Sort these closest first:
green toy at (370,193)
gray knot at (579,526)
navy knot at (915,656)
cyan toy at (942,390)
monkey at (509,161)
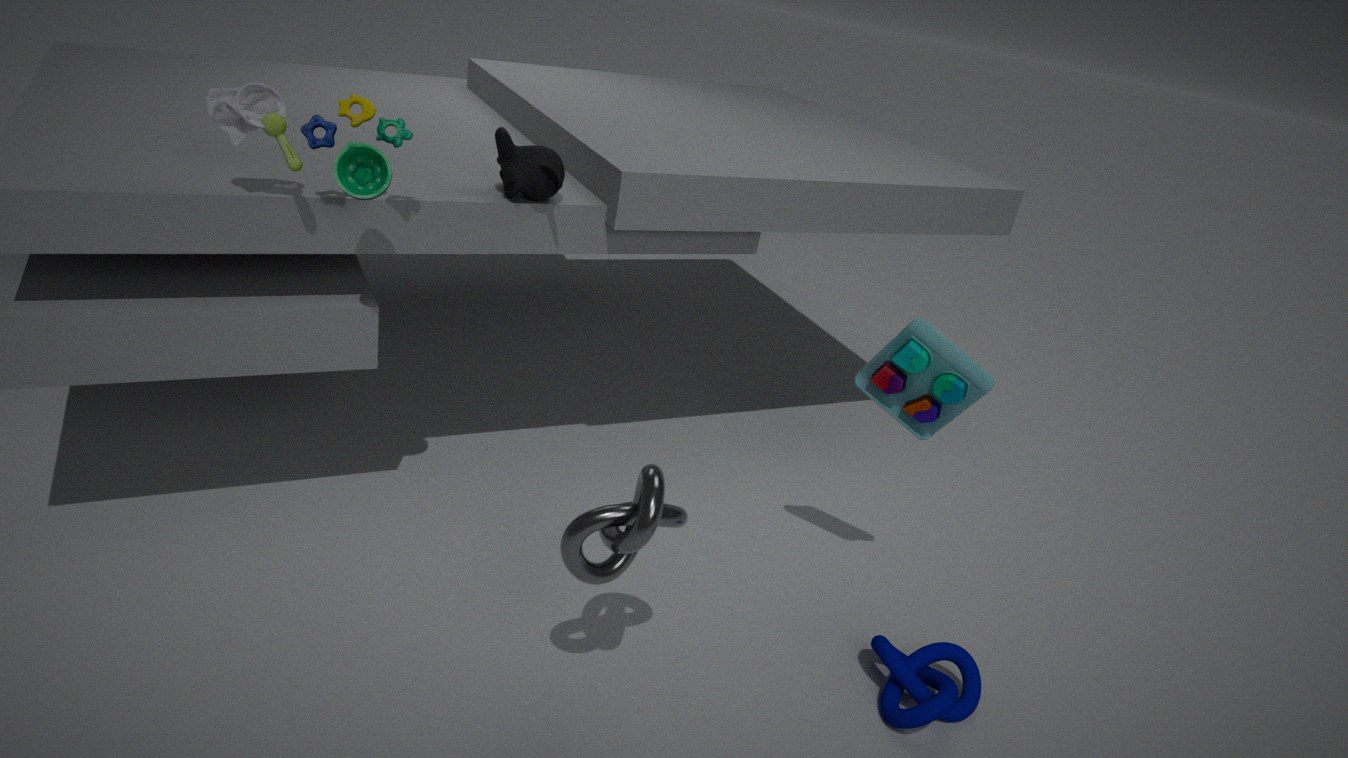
gray knot at (579,526), green toy at (370,193), navy knot at (915,656), cyan toy at (942,390), monkey at (509,161)
